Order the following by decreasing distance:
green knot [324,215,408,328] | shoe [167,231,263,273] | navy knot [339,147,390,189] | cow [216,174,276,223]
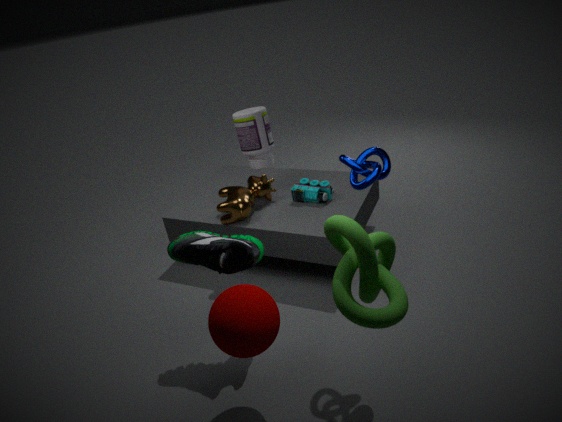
cow [216,174,276,223], shoe [167,231,263,273], navy knot [339,147,390,189], green knot [324,215,408,328]
